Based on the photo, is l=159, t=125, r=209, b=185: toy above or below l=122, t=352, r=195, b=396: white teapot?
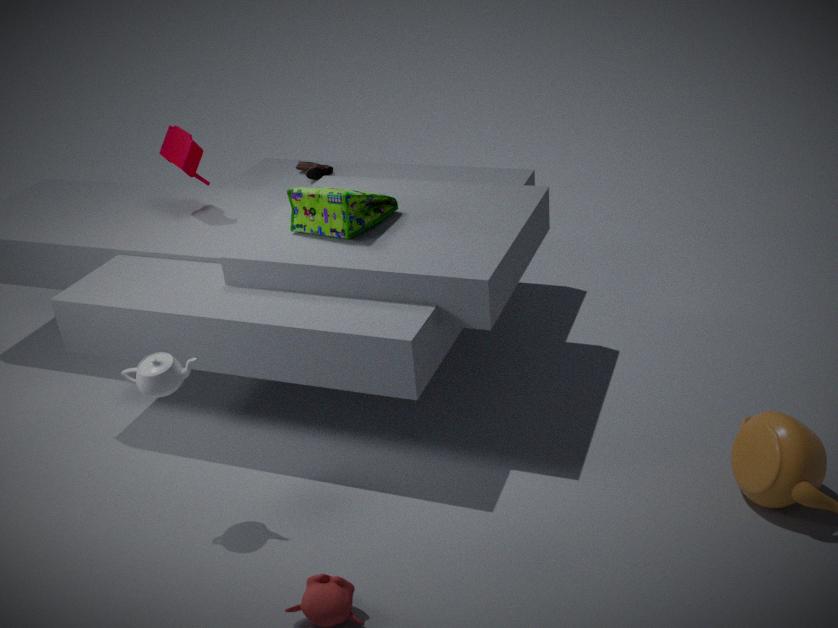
above
